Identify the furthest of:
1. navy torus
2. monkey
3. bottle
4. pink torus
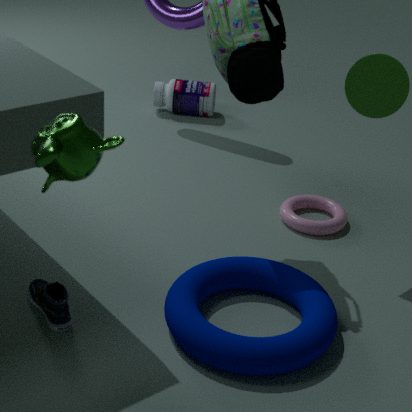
bottle
